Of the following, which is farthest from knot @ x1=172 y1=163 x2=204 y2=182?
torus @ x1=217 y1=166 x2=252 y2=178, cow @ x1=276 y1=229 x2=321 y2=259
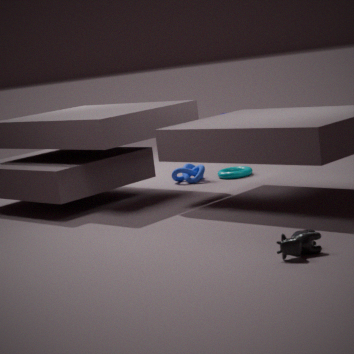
cow @ x1=276 y1=229 x2=321 y2=259
